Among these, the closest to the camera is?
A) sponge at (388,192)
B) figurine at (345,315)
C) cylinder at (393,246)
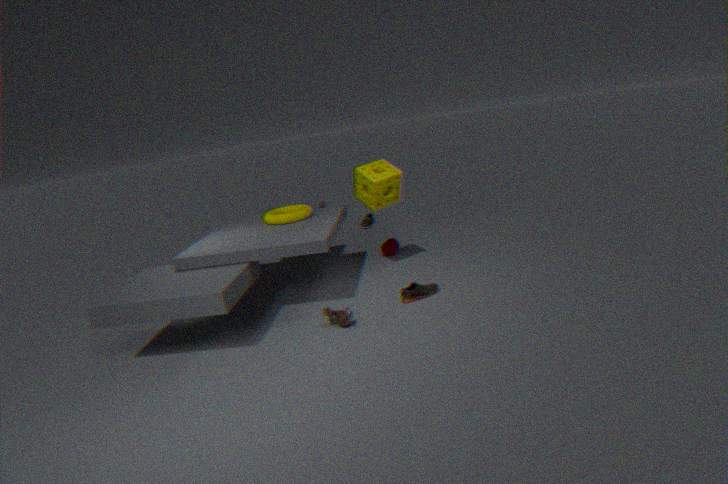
figurine at (345,315)
